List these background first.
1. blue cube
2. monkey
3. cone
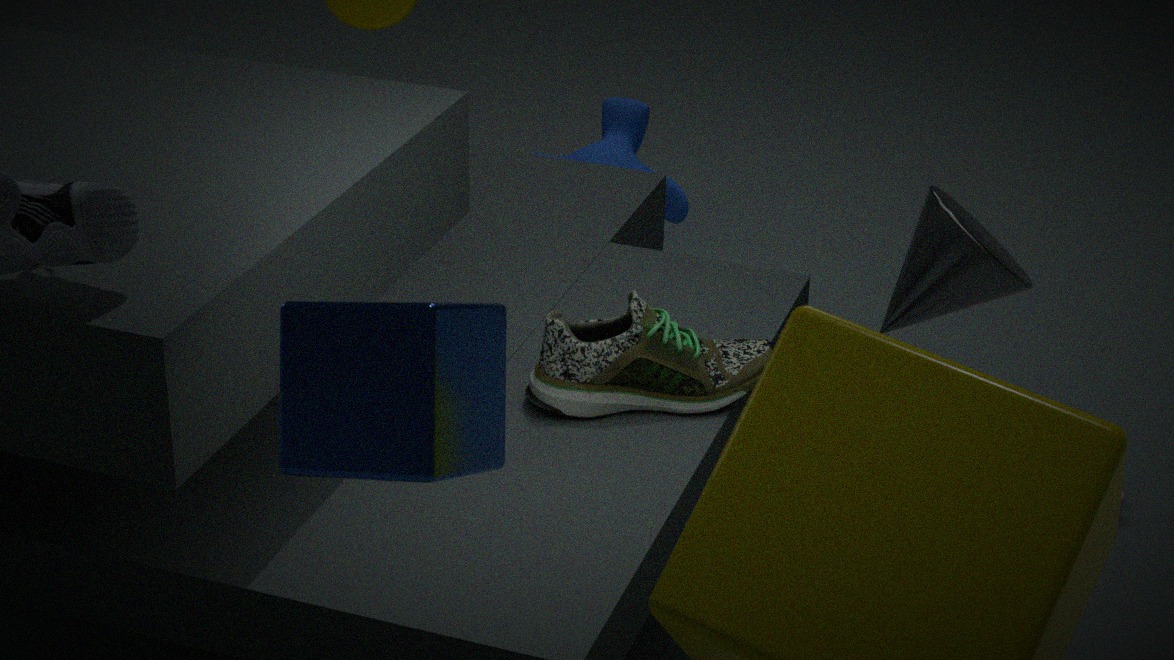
1. monkey
2. cone
3. blue cube
